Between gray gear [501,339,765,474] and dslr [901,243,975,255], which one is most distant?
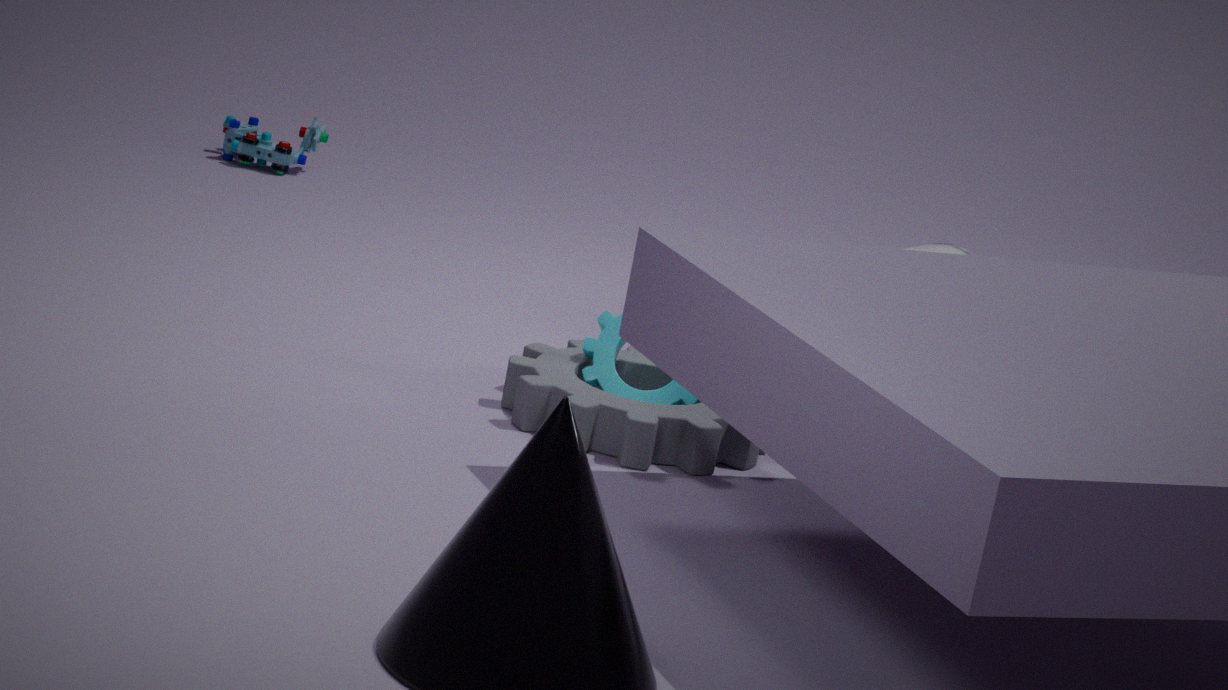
dslr [901,243,975,255]
